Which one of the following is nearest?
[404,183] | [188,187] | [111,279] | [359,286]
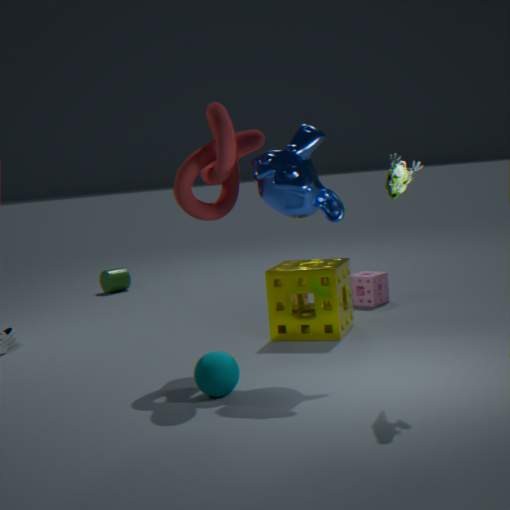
[404,183]
